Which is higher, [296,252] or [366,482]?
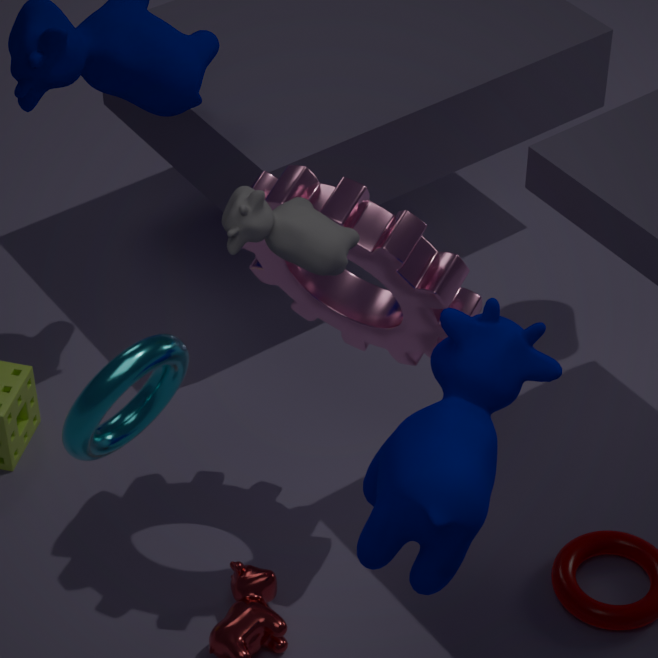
[296,252]
